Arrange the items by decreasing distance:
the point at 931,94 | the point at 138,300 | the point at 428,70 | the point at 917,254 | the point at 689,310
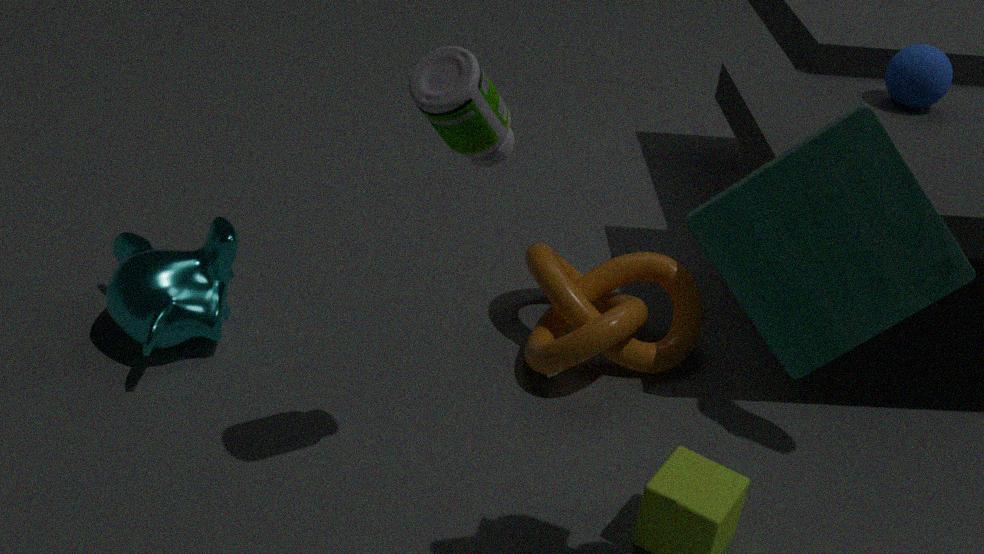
the point at 931,94, the point at 689,310, the point at 138,300, the point at 428,70, the point at 917,254
